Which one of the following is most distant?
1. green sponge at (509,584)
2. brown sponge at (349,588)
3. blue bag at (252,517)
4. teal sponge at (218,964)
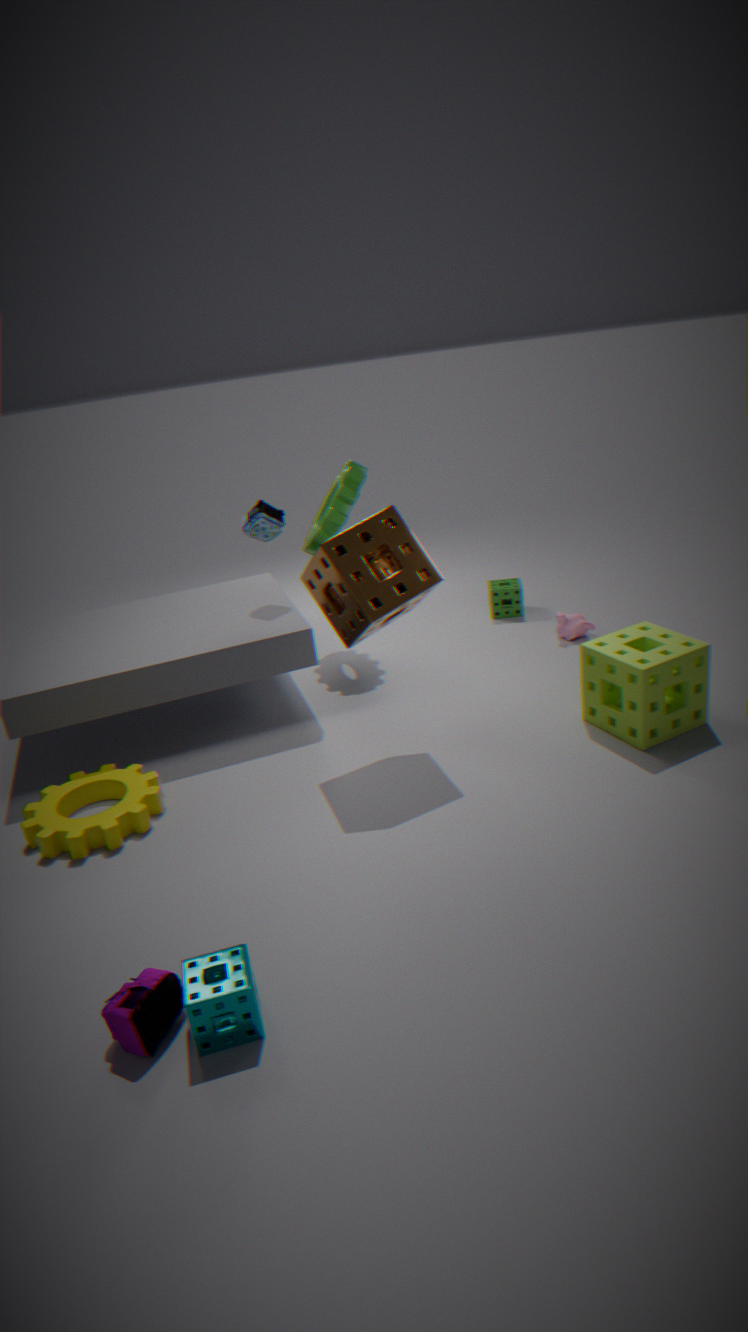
green sponge at (509,584)
